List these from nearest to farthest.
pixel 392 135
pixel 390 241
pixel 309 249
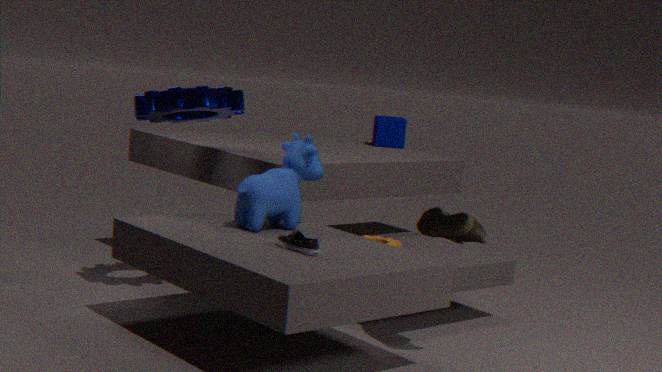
1. pixel 309 249
2. pixel 390 241
3. pixel 392 135
